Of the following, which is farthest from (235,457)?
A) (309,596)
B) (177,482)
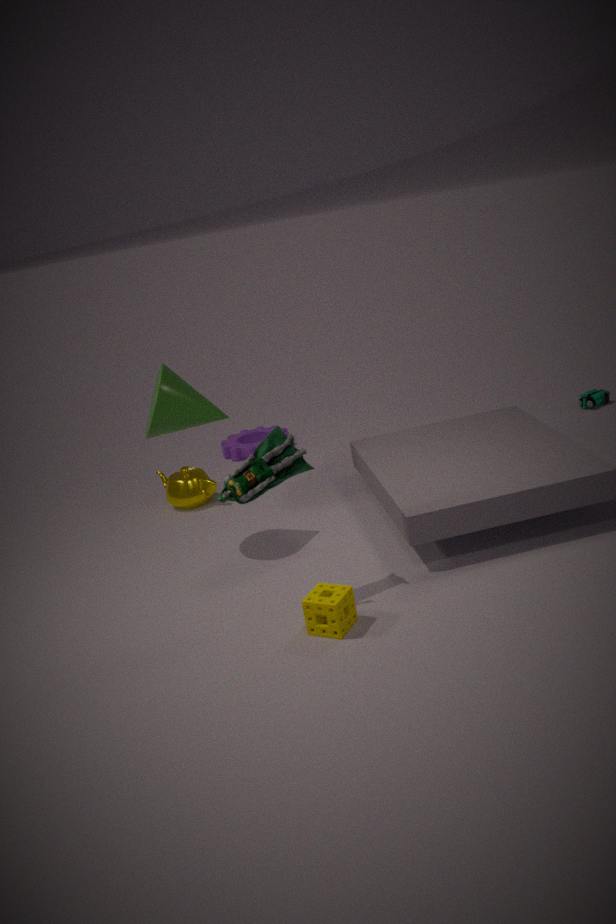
(309,596)
